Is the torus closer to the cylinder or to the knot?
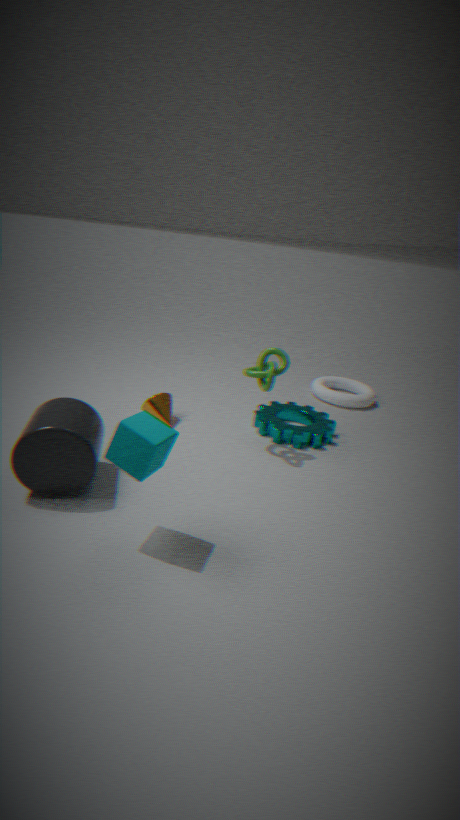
the knot
